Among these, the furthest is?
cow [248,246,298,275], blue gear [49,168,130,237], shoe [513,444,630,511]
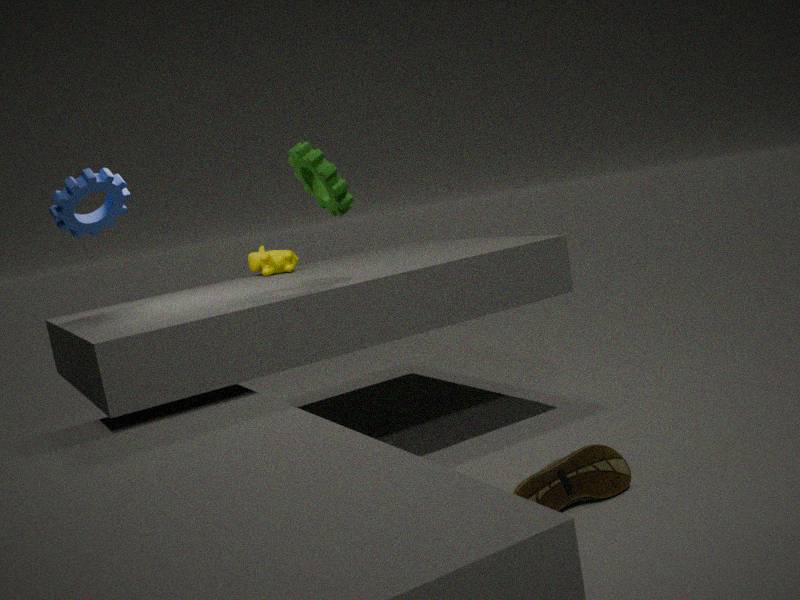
cow [248,246,298,275]
